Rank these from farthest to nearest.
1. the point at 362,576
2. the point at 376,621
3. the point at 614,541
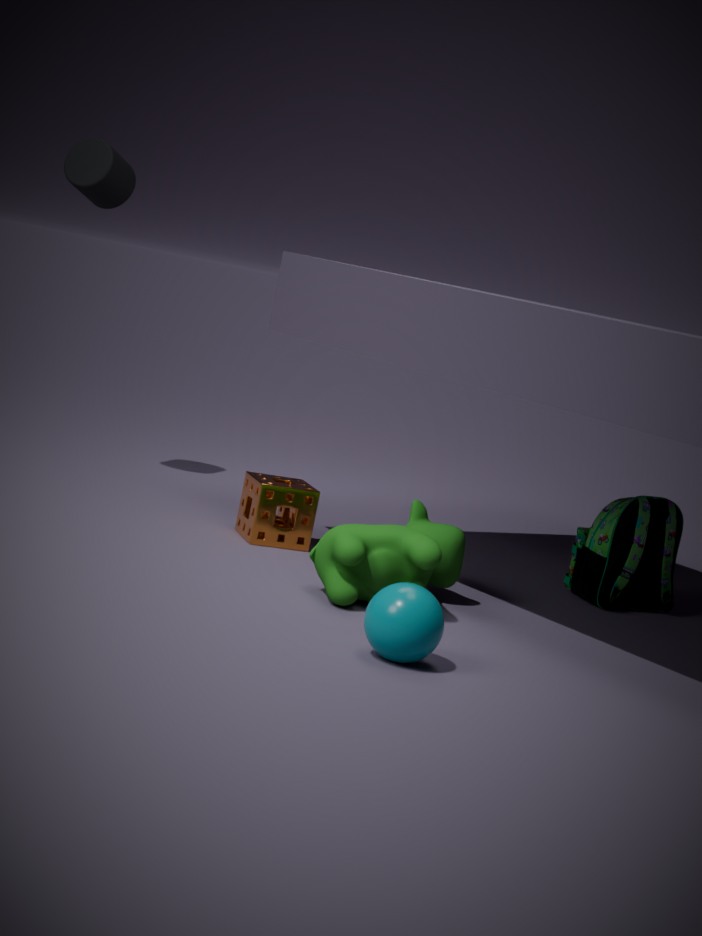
the point at 614,541 → the point at 362,576 → the point at 376,621
